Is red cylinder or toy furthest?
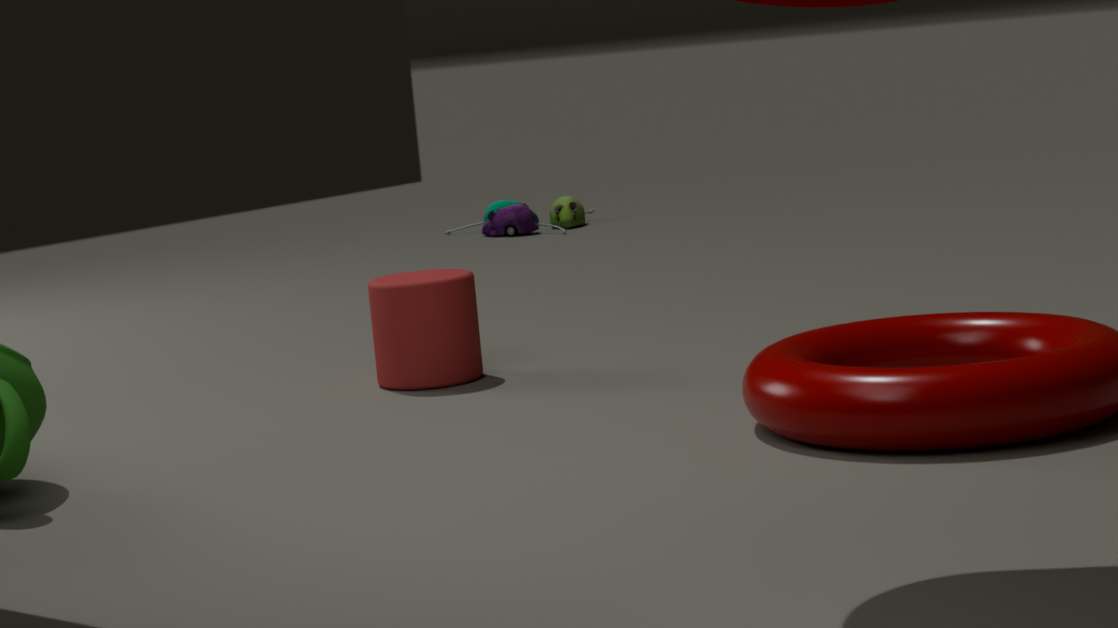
toy
